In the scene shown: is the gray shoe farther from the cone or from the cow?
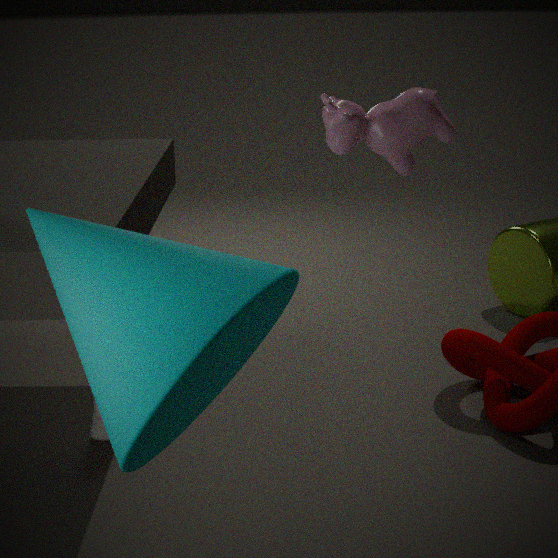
the cow
